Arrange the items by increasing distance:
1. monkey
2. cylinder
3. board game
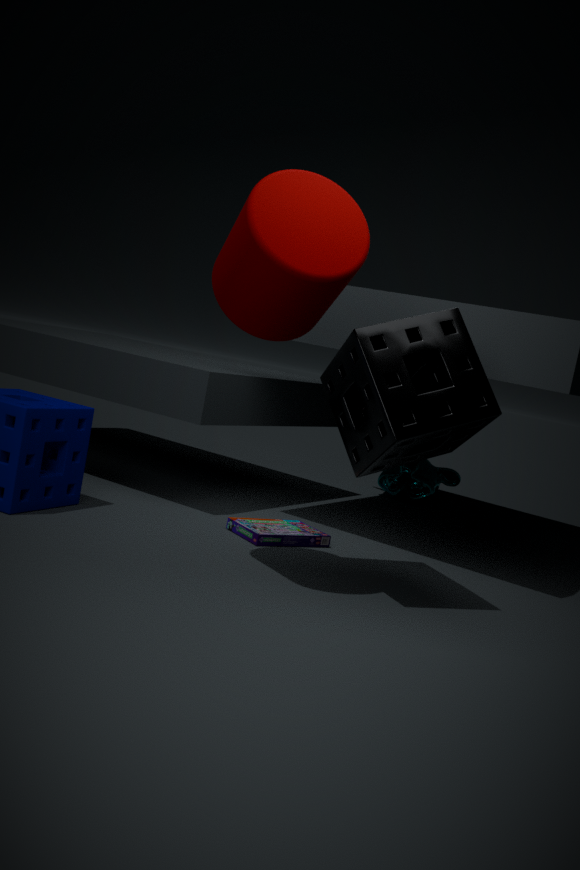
cylinder < board game < monkey
